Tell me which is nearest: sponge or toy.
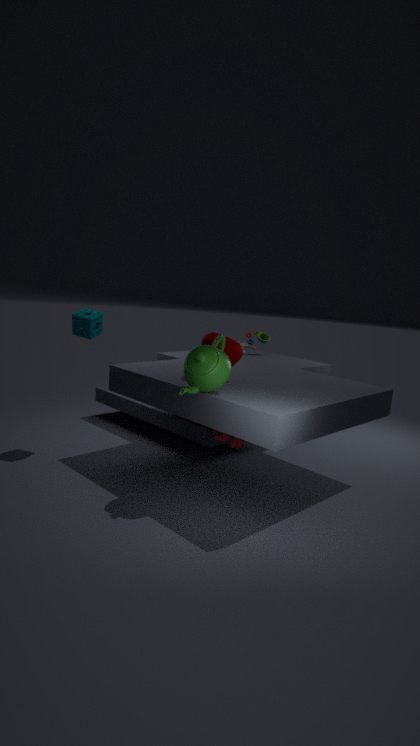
sponge
